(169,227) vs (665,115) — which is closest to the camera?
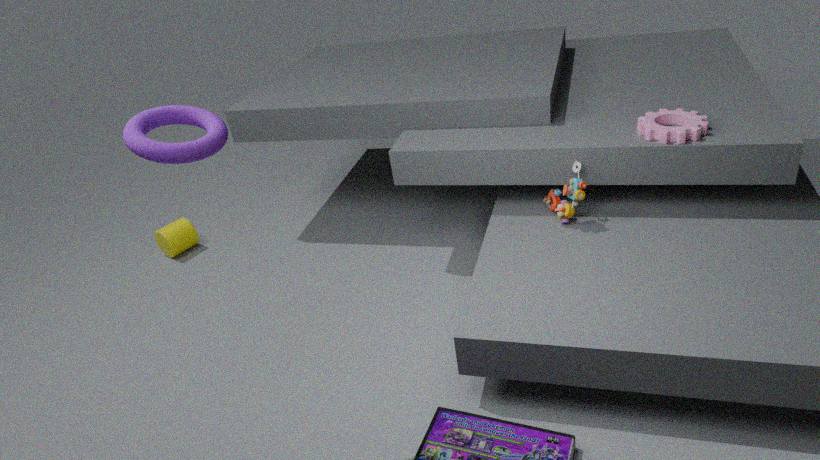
(665,115)
